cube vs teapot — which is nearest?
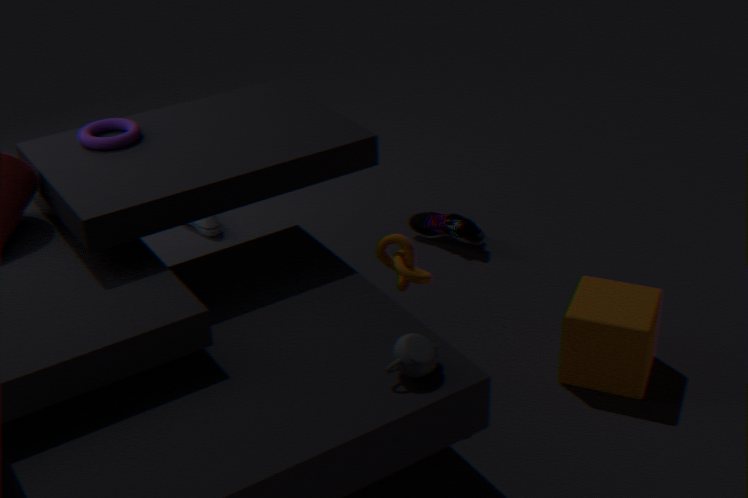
teapot
